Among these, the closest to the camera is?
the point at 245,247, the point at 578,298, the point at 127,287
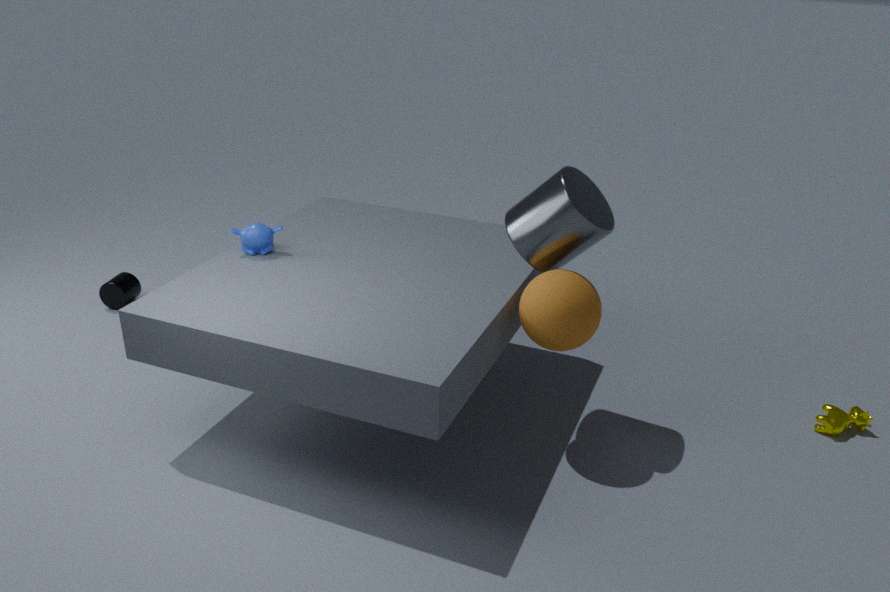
the point at 578,298
